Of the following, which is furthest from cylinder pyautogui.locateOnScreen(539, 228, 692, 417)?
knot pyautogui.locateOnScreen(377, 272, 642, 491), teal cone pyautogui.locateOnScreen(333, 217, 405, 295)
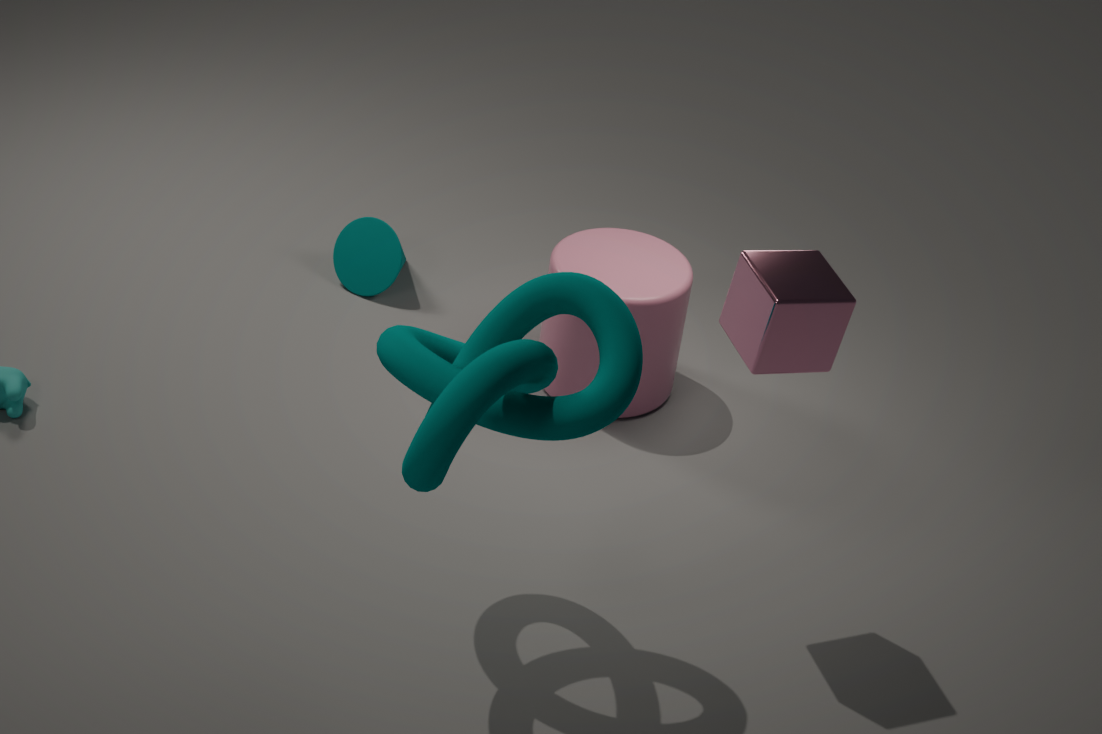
knot pyautogui.locateOnScreen(377, 272, 642, 491)
